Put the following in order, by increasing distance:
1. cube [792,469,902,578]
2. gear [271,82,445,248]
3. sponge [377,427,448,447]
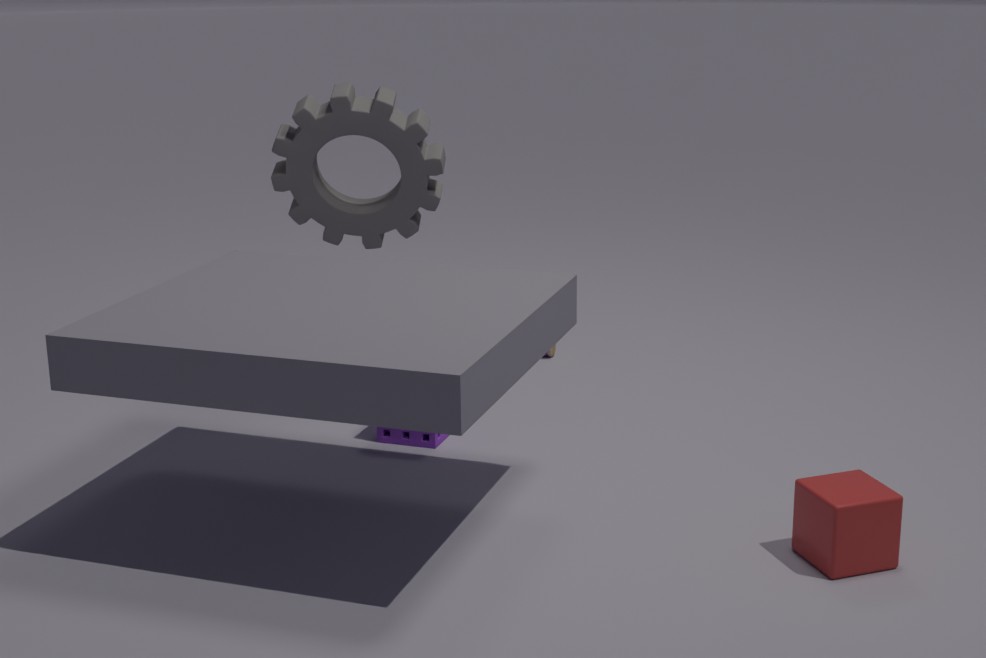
cube [792,469,902,578] < sponge [377,427,448,447] < gear [271,82,445,248]
